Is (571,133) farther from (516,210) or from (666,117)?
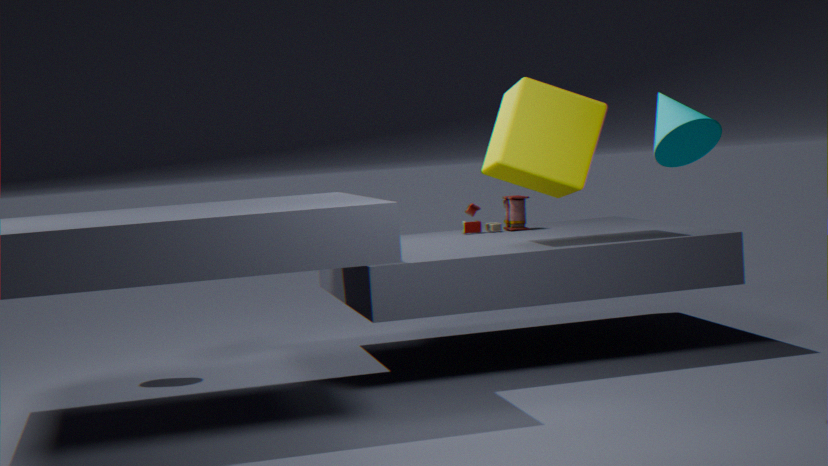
(666,117)
